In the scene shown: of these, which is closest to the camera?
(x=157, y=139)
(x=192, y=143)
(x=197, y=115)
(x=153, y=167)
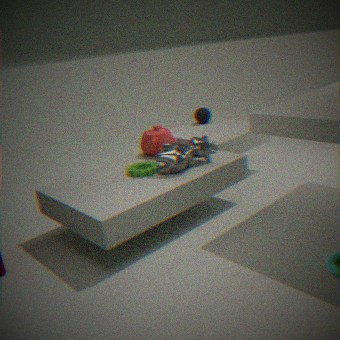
(x=153, y=167)
